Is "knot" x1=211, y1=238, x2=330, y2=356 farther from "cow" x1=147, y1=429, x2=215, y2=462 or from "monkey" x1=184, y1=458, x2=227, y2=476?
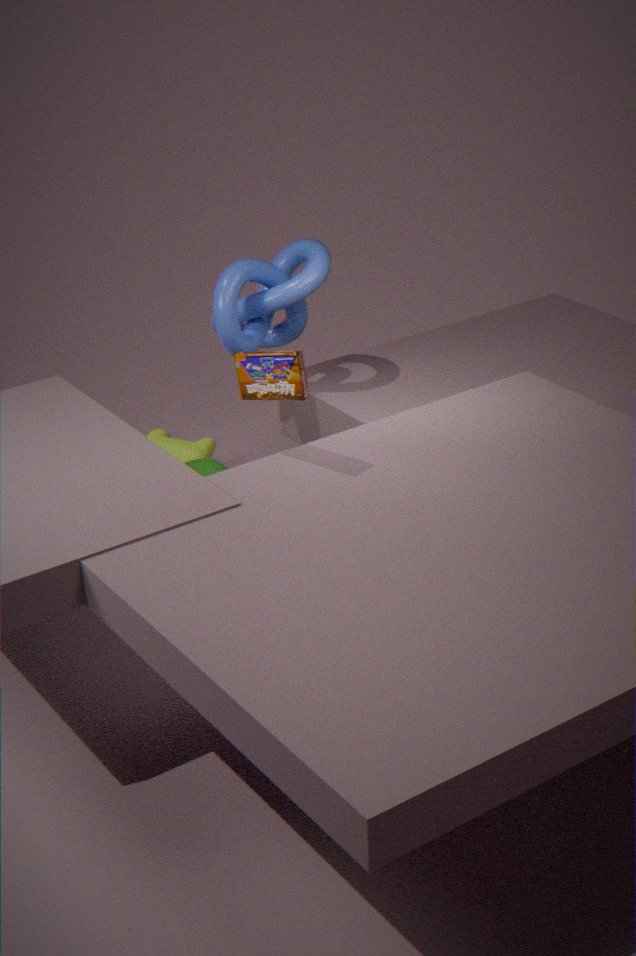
"cow" x1=147, y1=429, x2=215, y2=462
